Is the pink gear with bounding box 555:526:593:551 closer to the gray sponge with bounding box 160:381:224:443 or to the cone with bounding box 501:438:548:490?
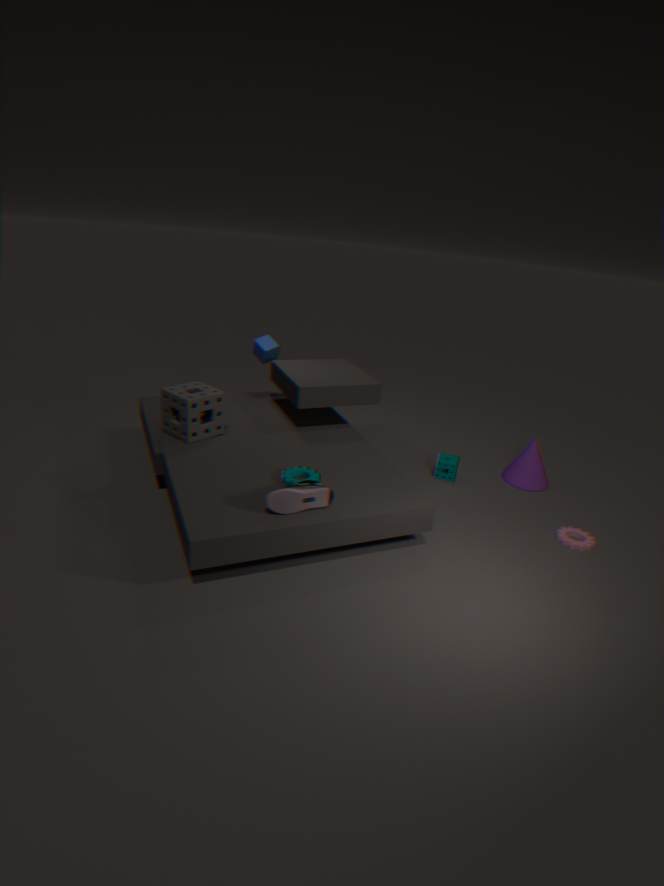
the cone with bounding box 501:438:548:490
